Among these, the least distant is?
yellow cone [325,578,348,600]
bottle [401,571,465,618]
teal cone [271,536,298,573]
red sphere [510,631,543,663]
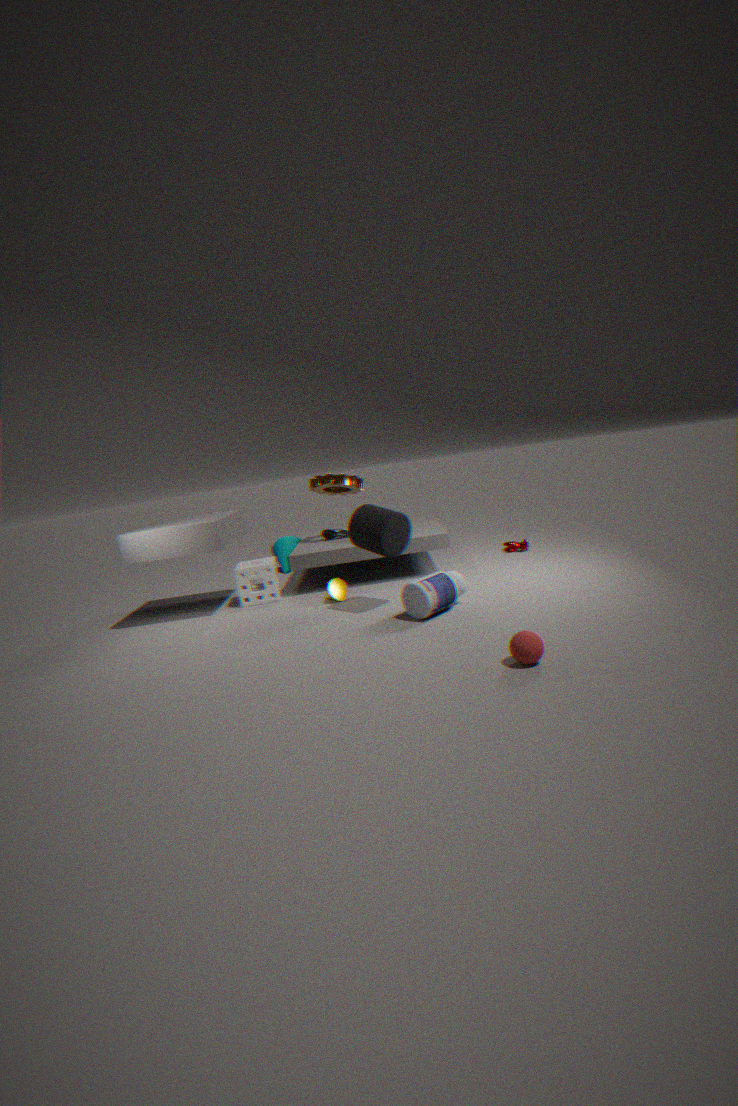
red sphere [510,631,543,663]
